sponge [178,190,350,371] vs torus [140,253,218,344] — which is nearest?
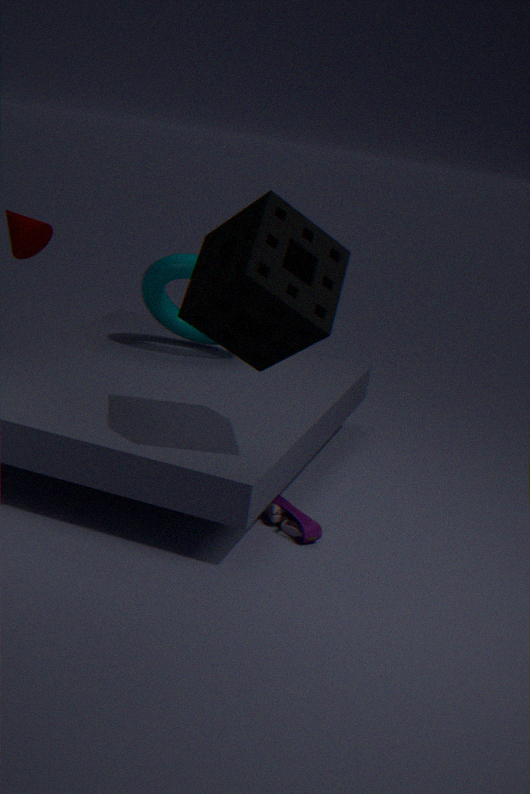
sponge [178,190,350,371]
